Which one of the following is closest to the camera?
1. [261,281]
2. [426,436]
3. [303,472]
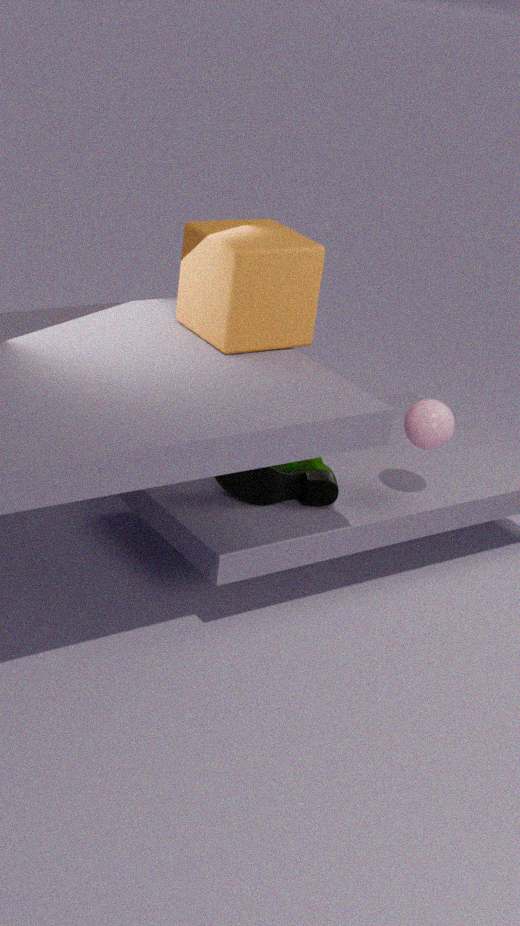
[261,281]
